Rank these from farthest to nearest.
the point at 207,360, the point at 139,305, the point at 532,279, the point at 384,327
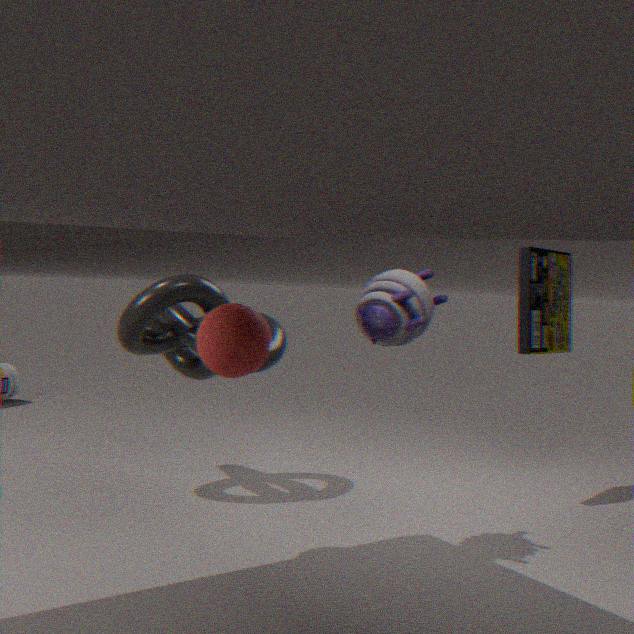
1. the point at 532,279
2. the point at 139,305
3. the point at 384,327
4. the point at 207,360
